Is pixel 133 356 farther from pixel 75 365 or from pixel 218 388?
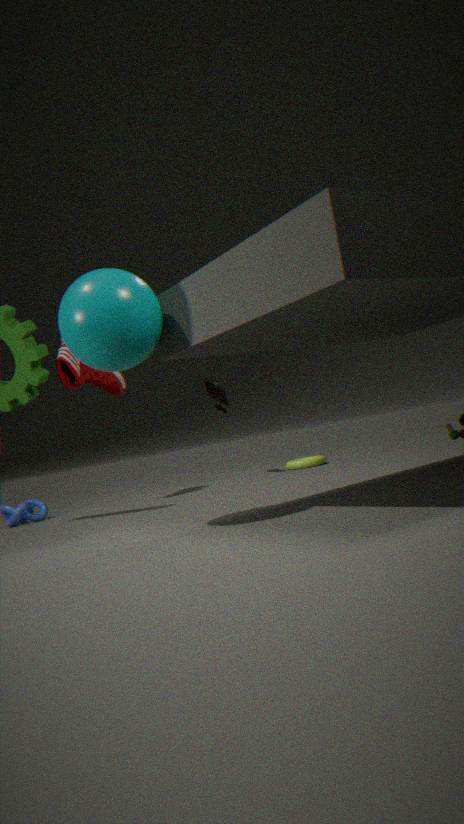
pixel 218 388
